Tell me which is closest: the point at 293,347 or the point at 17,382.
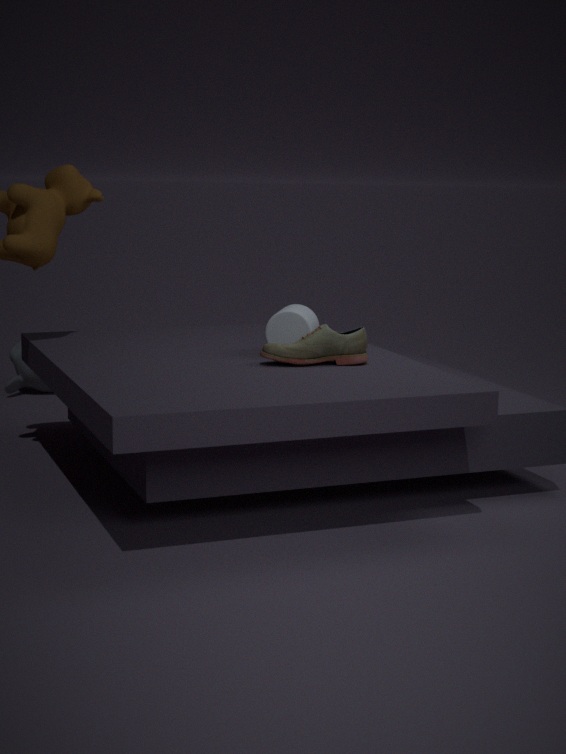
the point at 293,347
